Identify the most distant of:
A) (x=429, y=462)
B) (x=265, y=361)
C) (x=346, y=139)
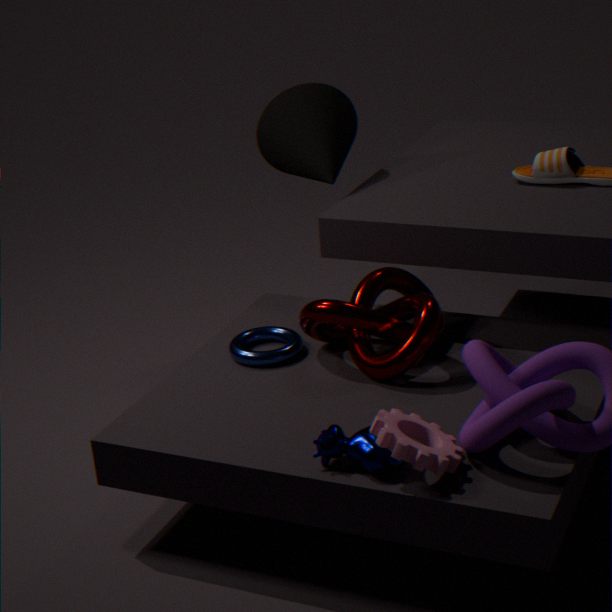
(x=346, y=139)
